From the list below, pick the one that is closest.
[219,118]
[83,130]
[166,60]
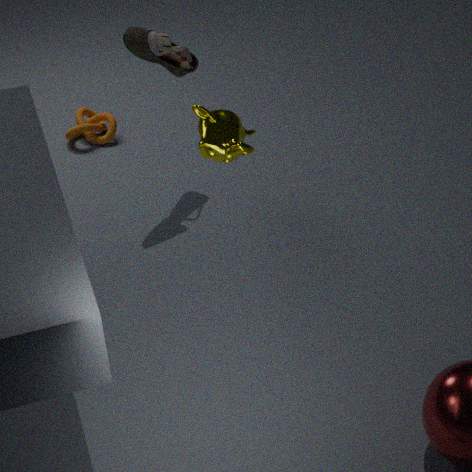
[219,118]
